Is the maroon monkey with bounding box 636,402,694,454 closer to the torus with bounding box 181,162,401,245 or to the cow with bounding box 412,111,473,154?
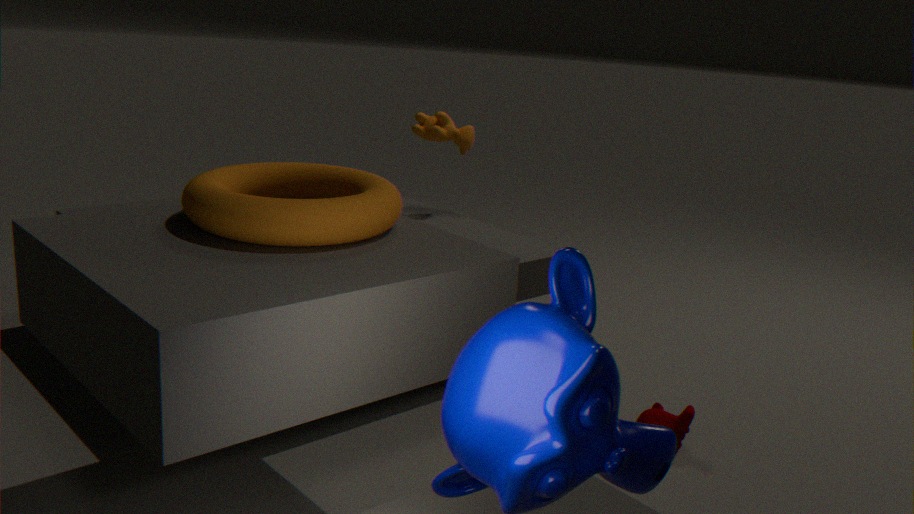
the torus with bounding box 181,162,401,245
